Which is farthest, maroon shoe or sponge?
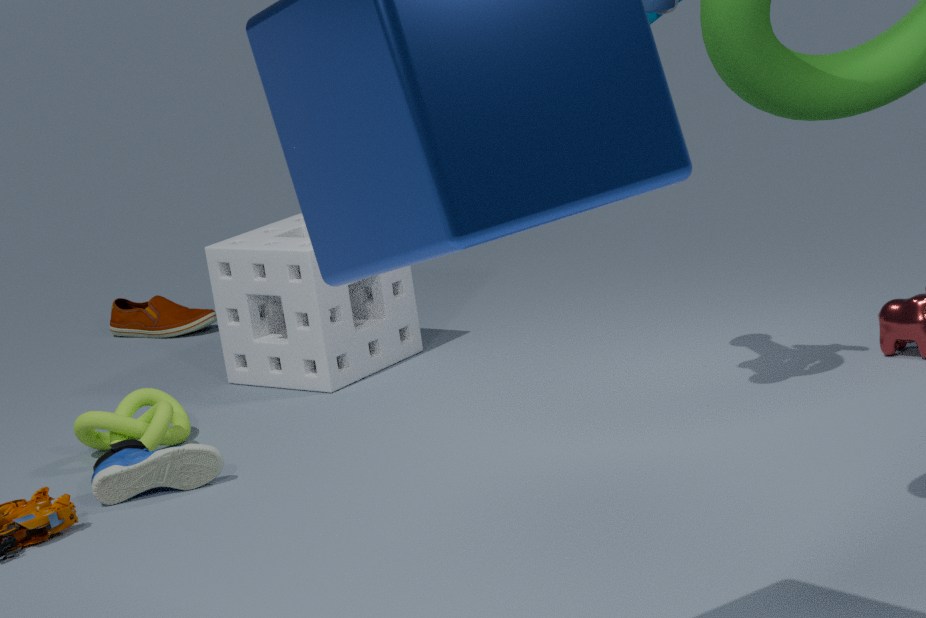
maroon shoe
